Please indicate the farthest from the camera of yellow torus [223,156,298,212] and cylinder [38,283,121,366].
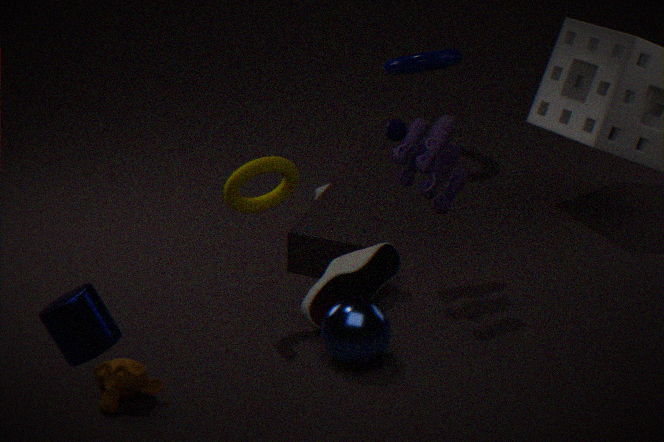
yellow torus [223,156,298,212]
